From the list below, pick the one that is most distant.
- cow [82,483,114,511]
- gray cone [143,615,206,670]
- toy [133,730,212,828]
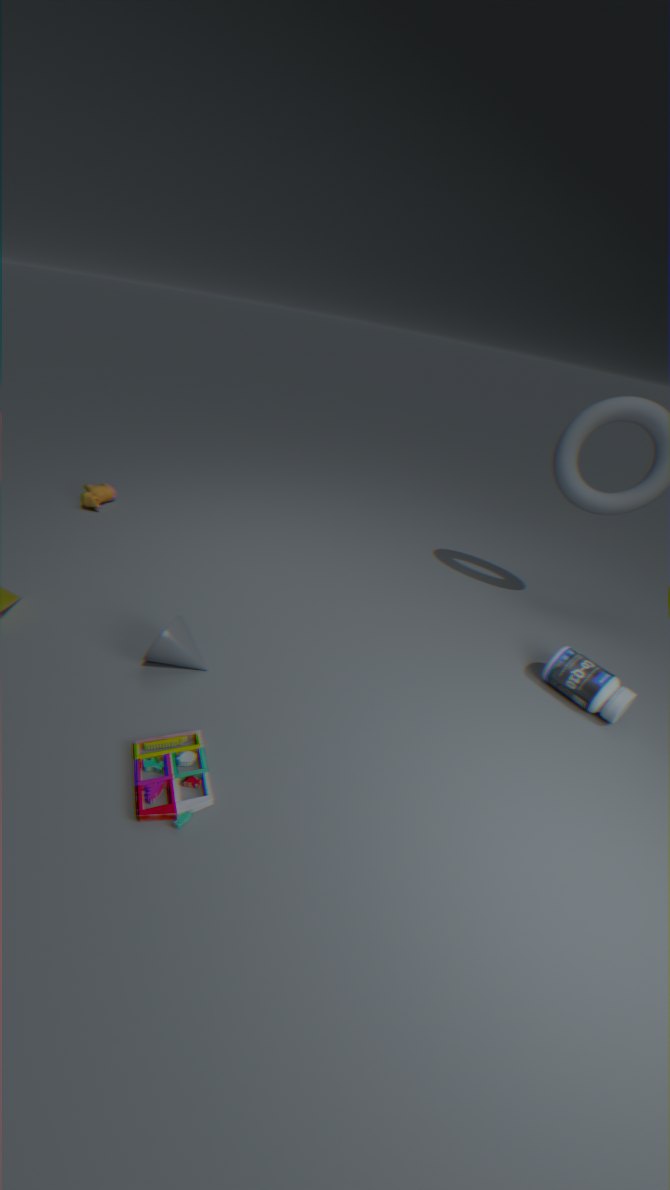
cow [82,483,114,511]
